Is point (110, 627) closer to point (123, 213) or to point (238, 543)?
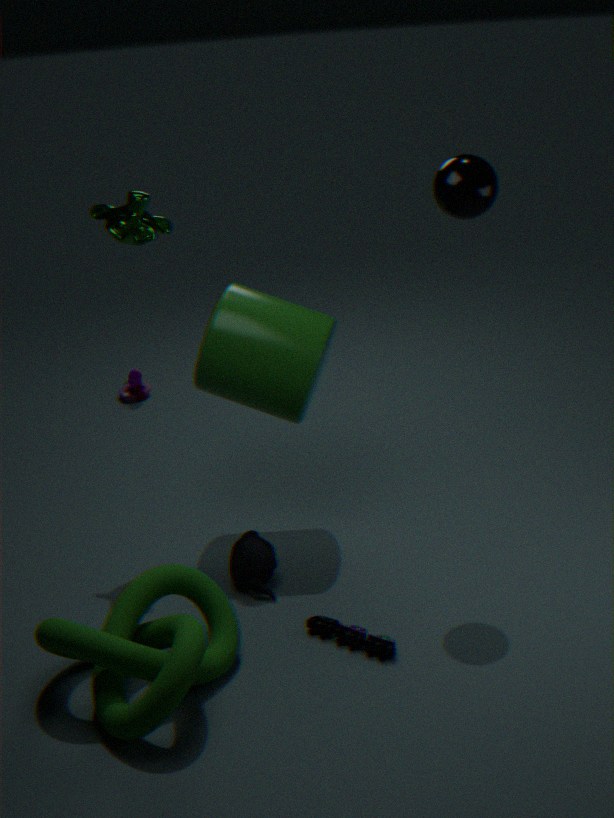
point (238, 543)
